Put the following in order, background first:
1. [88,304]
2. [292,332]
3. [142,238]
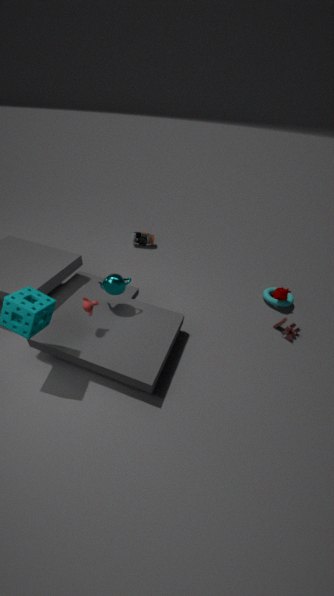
[142,238] → [292,332] → [88,304]
